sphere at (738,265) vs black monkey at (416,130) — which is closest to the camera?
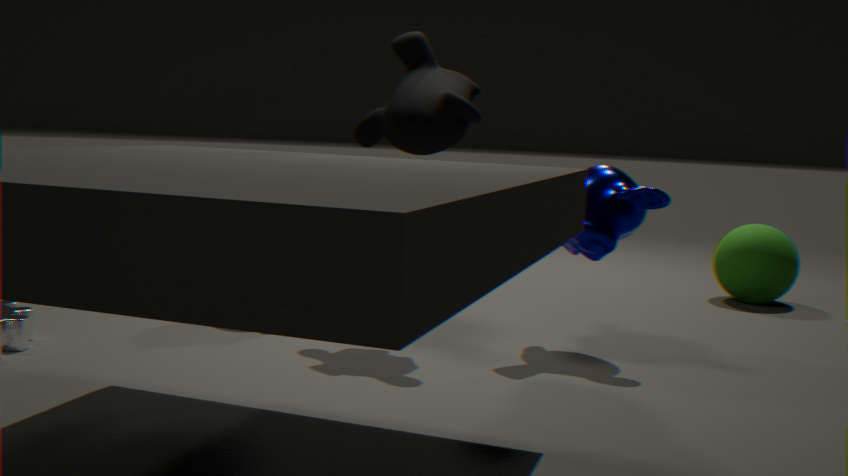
black monkey at (416,130)
